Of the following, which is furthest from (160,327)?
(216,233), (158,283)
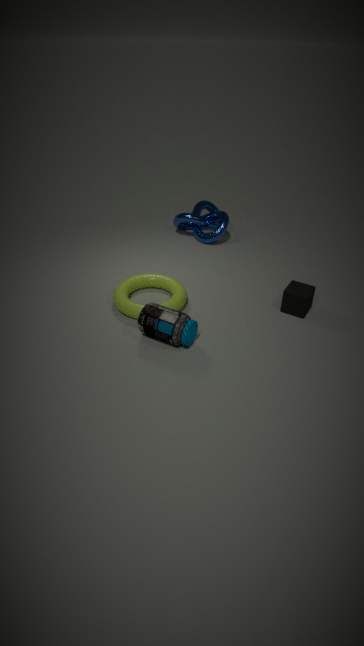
(216,233)
